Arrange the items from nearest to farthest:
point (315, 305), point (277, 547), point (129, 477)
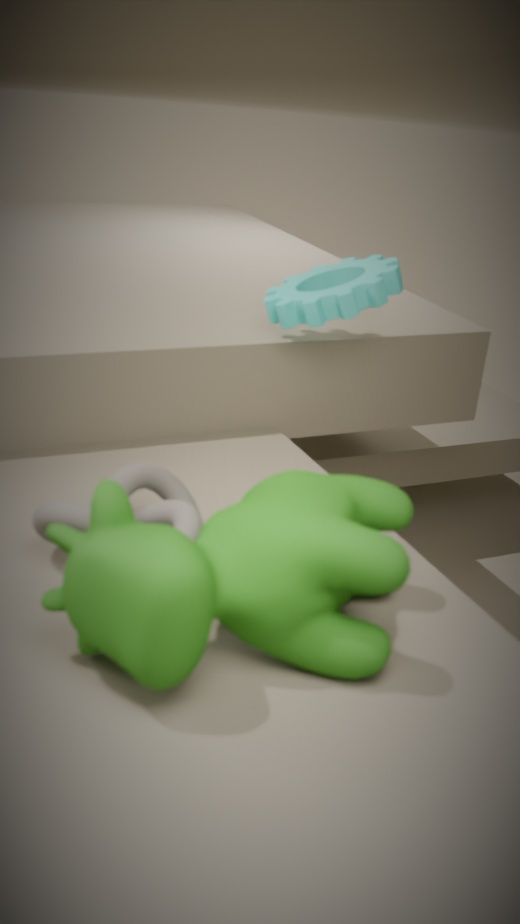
point (277, 547), point (129, 477), point (315, 305)
